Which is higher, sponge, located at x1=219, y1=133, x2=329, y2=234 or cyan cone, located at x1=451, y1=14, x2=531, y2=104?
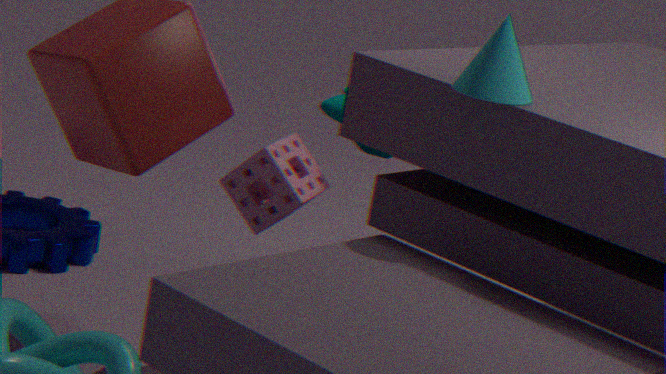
cyan cone, located at x1=451, y1=14, x2=531, y2=104
